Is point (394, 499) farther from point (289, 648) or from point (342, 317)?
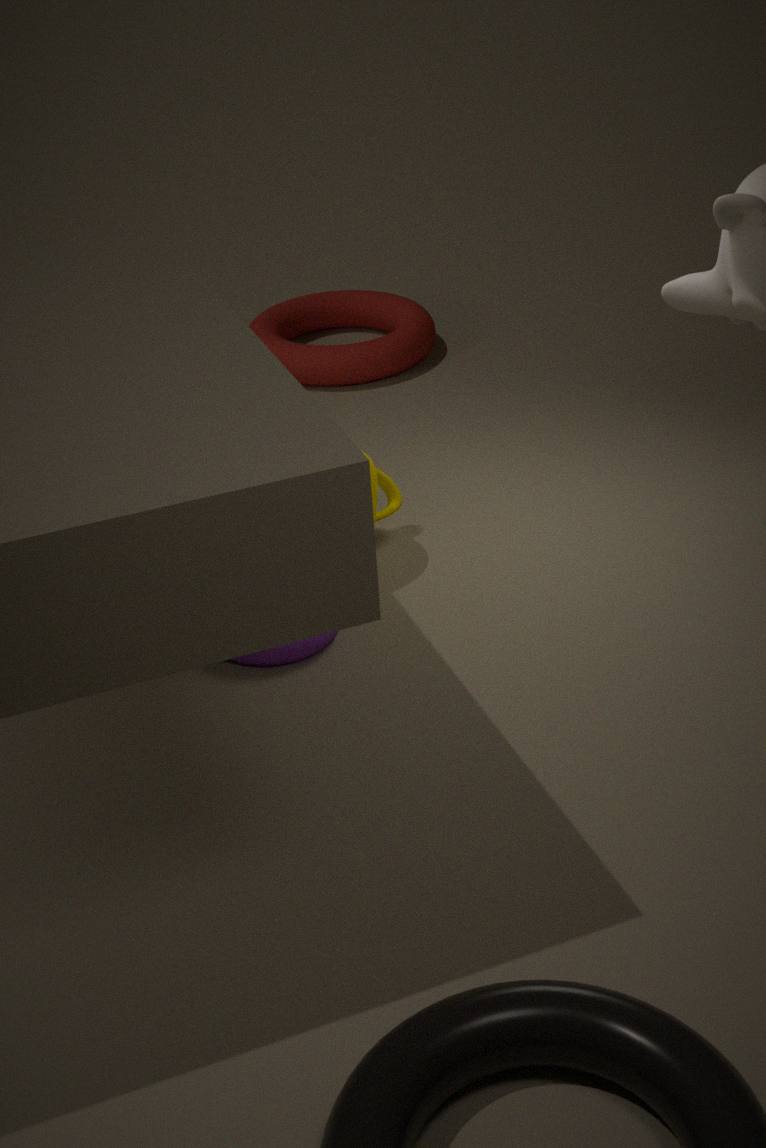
point (342, 317)
